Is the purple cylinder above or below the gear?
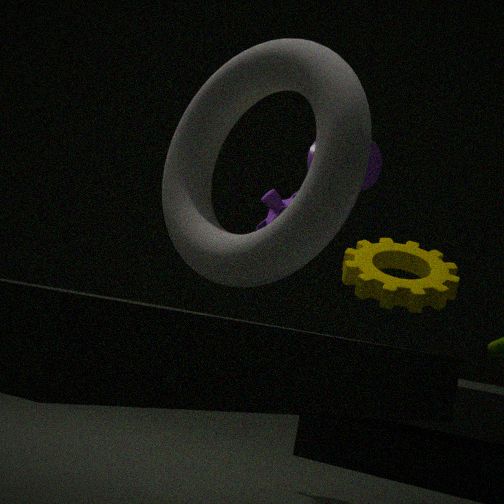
above
